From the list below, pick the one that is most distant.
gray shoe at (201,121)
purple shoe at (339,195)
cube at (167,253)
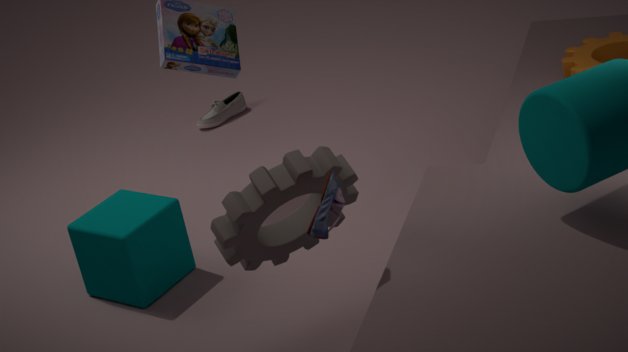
gray shoe at (201,121)
